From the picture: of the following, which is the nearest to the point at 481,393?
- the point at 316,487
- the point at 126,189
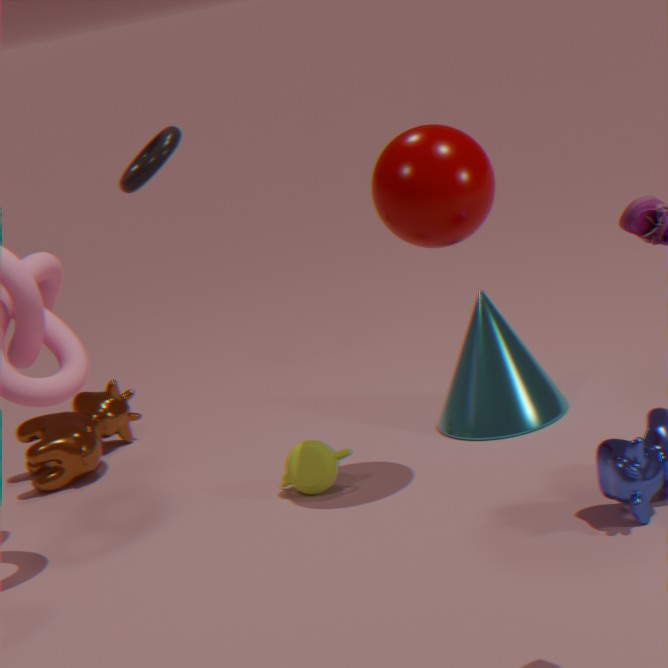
the point at 316,487
